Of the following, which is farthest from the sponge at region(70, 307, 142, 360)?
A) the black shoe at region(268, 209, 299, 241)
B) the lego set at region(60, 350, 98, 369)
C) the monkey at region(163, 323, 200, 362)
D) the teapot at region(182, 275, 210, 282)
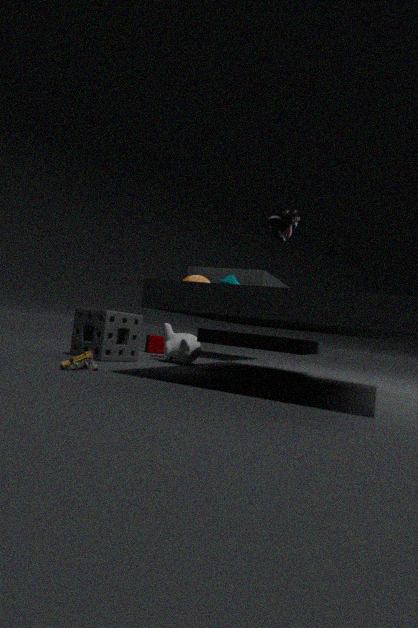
the black shoe at region(268, 209, 299, 241)
